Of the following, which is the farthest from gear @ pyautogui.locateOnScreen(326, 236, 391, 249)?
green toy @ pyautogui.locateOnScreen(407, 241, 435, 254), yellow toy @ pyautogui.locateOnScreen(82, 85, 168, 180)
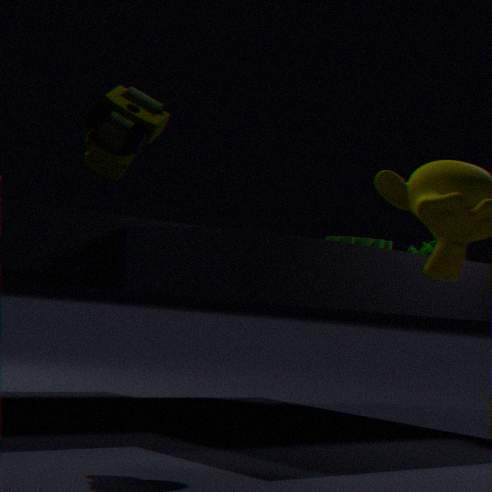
yellow toy @ pyautogui.locateOnScreen(82, 85, 168, 180)
